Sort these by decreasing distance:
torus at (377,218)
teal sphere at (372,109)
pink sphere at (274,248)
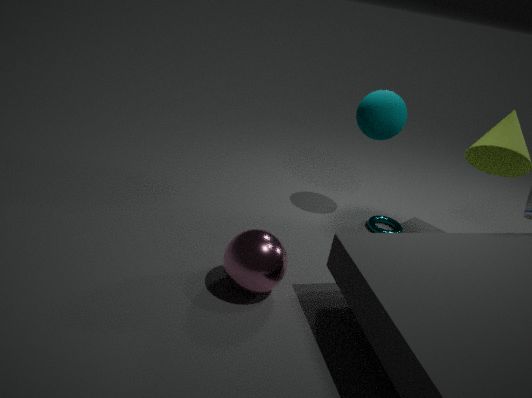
torus at (377,218) < teal sphere at (372,109) < pink sphere at (274,248)
